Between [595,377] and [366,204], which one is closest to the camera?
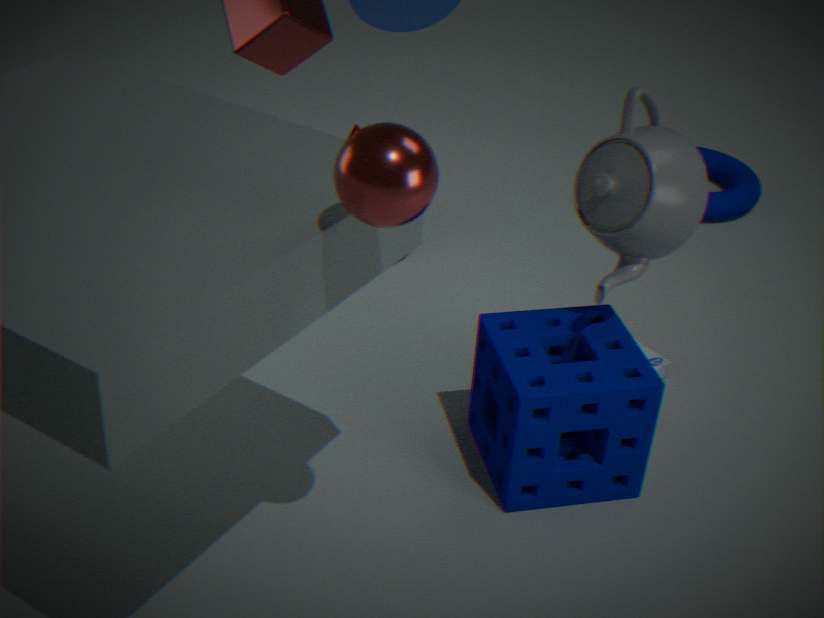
[366,204]
